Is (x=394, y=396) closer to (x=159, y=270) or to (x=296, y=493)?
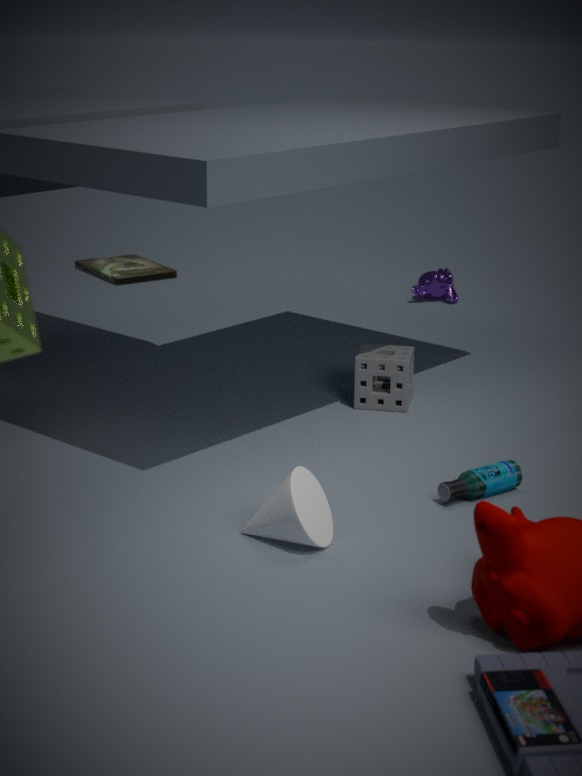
(x=296, y=493)
